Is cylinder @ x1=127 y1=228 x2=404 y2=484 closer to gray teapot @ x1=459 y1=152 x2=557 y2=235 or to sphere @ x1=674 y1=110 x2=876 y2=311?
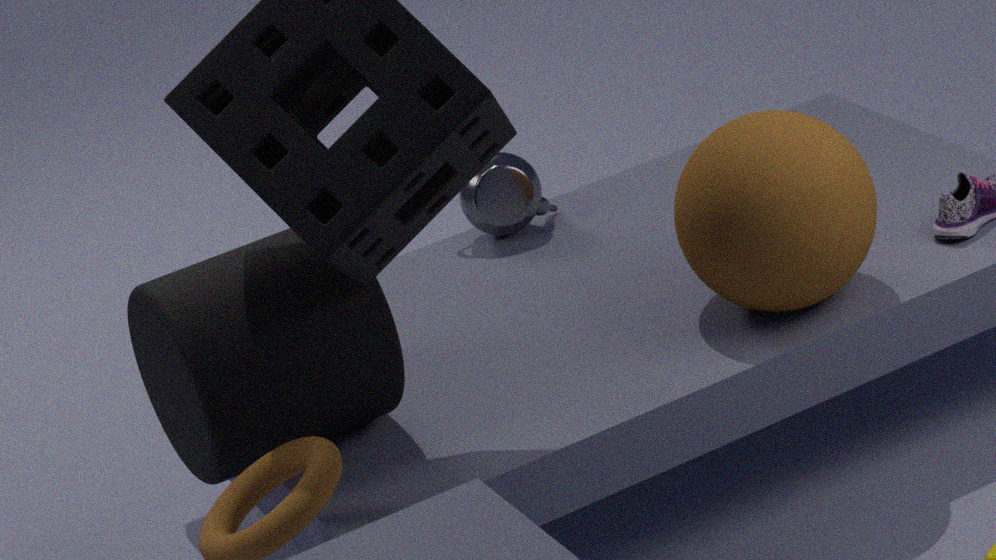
gray teapot @ x1=459 y1=152 x2=557 y2=235
